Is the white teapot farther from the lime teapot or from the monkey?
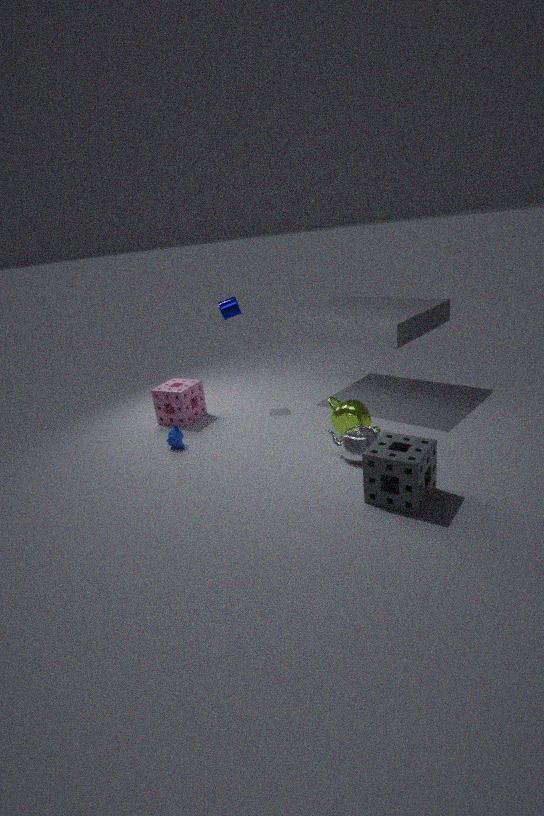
the monkey
